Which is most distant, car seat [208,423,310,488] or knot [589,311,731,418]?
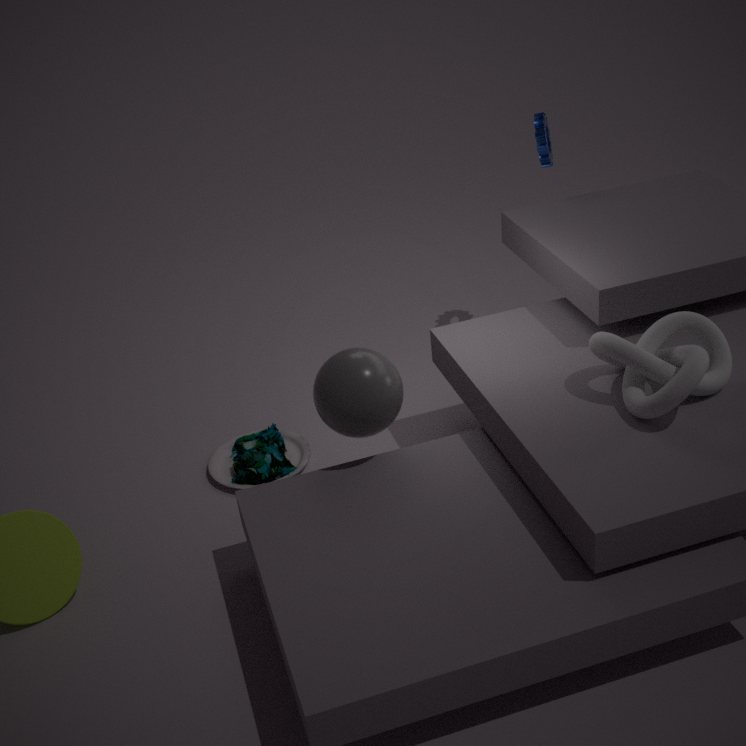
car seat [208,423,310,488]
